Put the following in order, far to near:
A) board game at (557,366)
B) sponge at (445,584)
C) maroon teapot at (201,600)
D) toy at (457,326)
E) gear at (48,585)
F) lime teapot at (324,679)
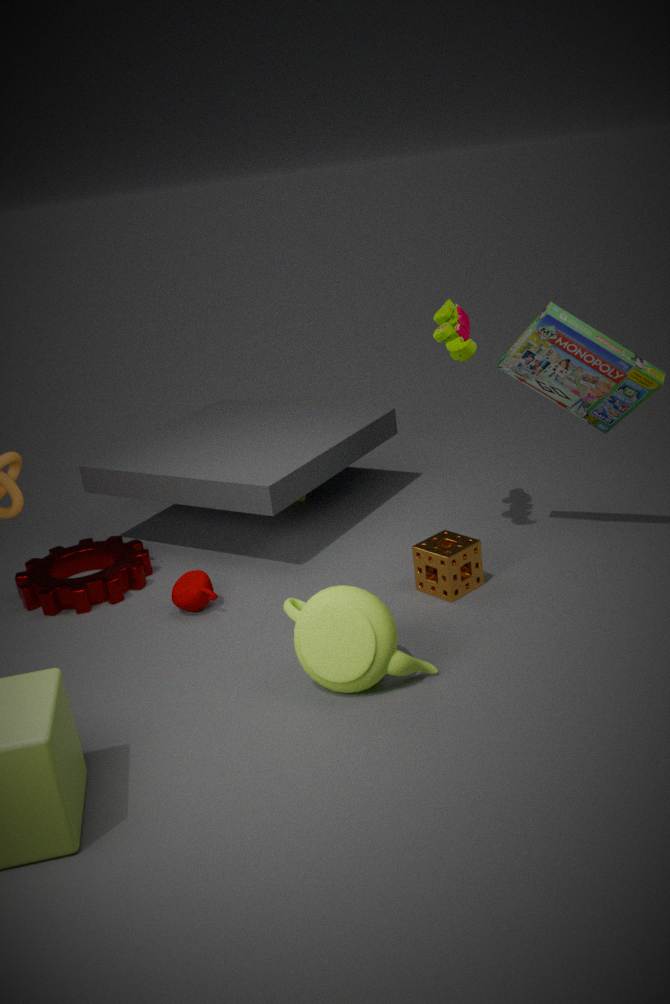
gear at (48,585)
maroon teapot at (201,600)
toy at (457,326)
sponge at (445,584)
board game at (557,366)
lime teapot at (324,679)
